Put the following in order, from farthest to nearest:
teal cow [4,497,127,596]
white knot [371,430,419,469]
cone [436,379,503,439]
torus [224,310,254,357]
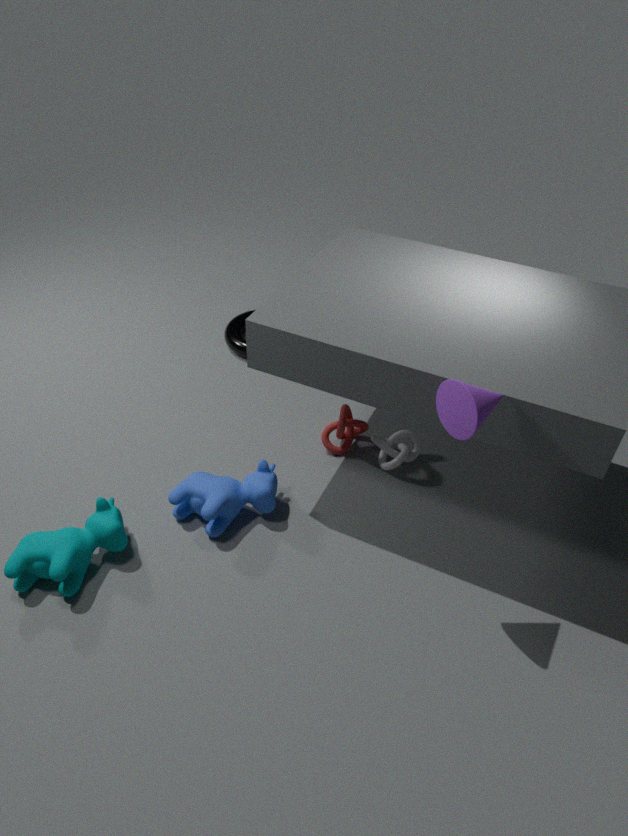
torus [224,310,254,357] → white knot [371,430,419,469] → teal cow [4,497,127,596] → cone [436,379,503,439]
